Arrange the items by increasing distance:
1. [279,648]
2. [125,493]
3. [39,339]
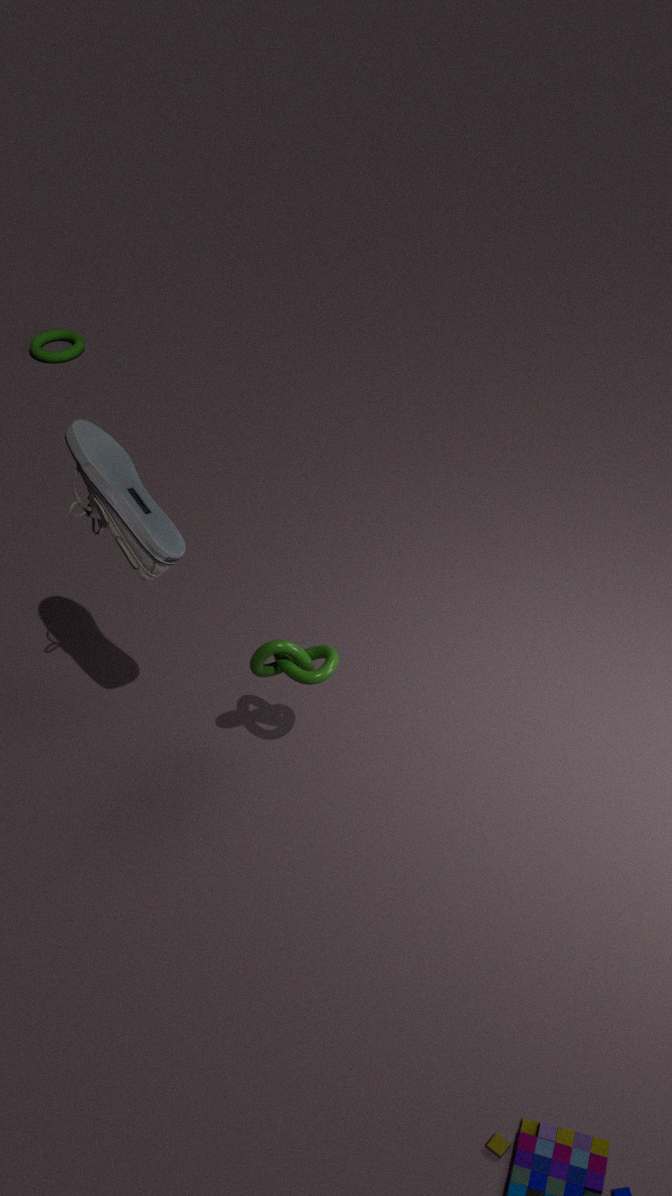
[125,493] → [279,648] → [39,339]
